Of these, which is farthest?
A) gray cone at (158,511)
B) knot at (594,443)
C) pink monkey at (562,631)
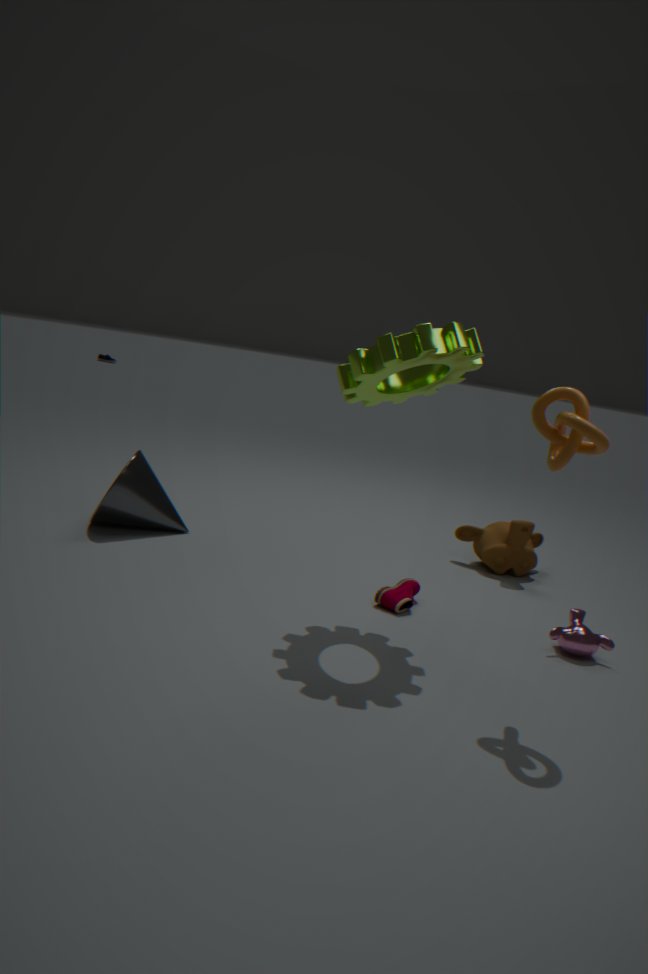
gray cone at (158,511)
